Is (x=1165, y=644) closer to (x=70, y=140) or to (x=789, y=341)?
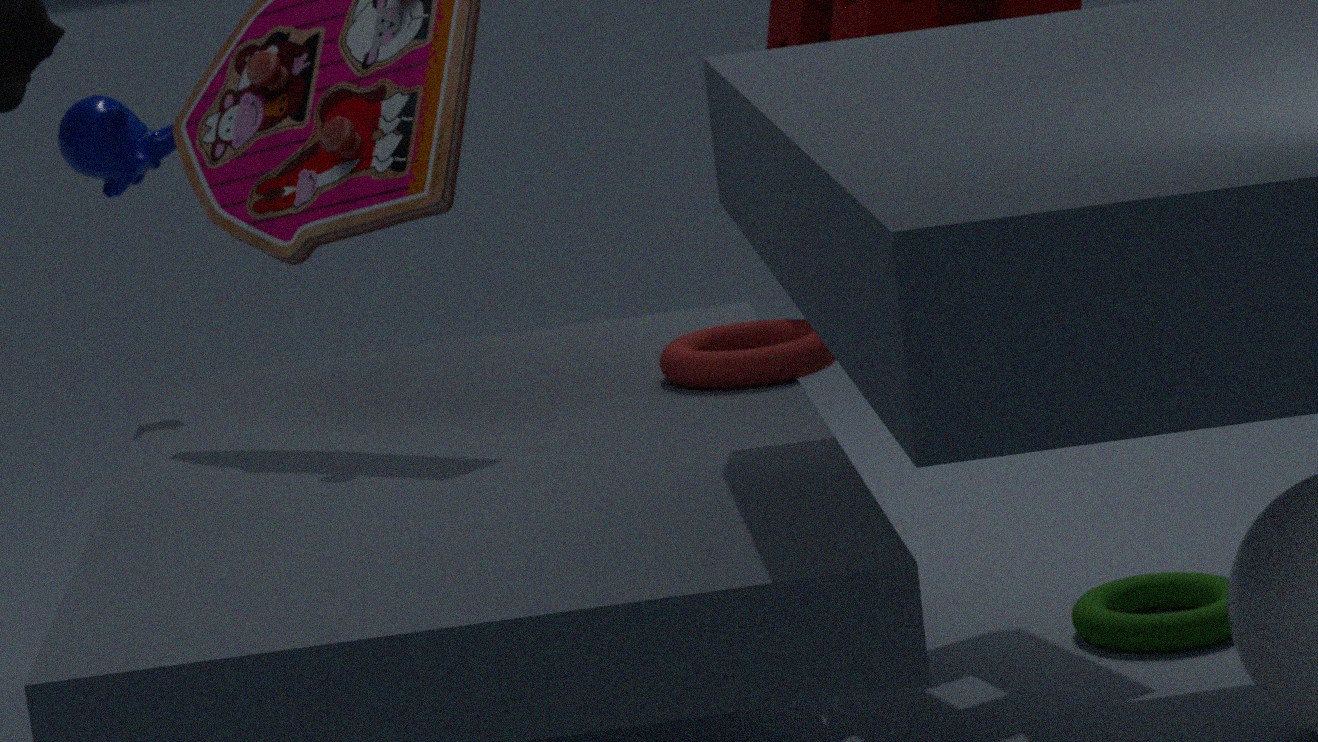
(x=789, y=341)
